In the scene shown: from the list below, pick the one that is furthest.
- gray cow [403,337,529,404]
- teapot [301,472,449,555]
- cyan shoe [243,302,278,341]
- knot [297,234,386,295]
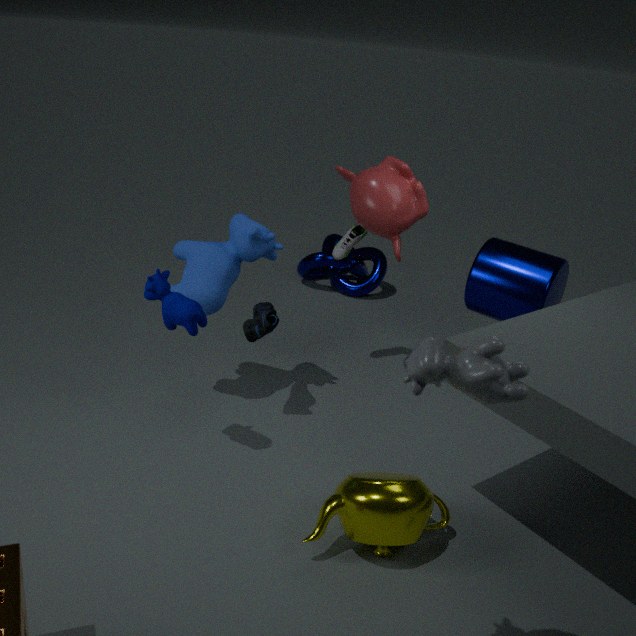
knot [297,234,386,295]
